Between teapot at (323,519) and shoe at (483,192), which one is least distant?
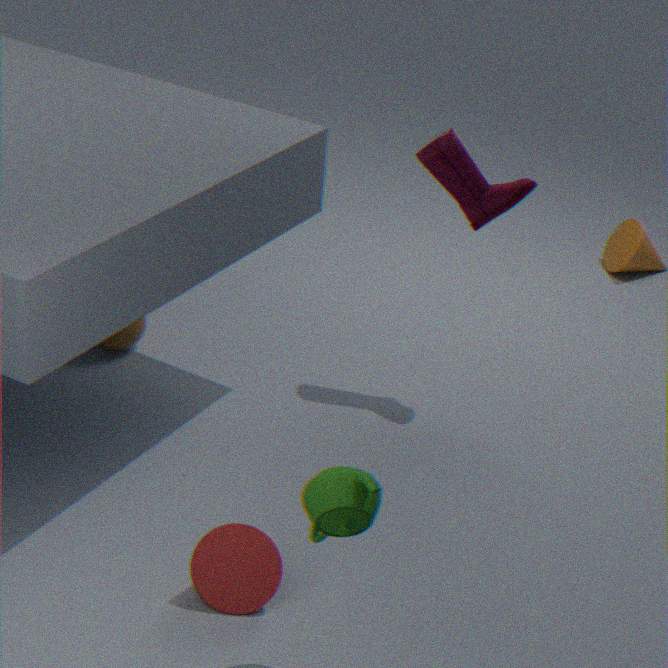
teapot at (323,519)
